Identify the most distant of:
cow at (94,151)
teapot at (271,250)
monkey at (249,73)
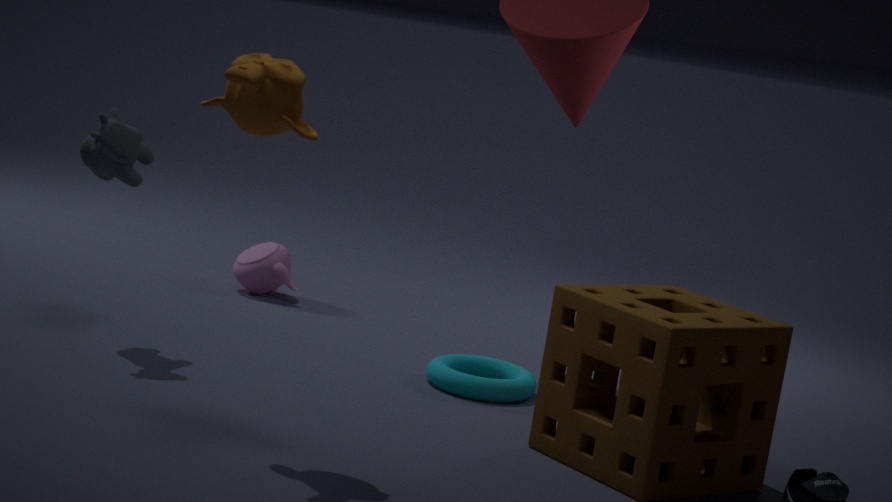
teapot at (271,250)
